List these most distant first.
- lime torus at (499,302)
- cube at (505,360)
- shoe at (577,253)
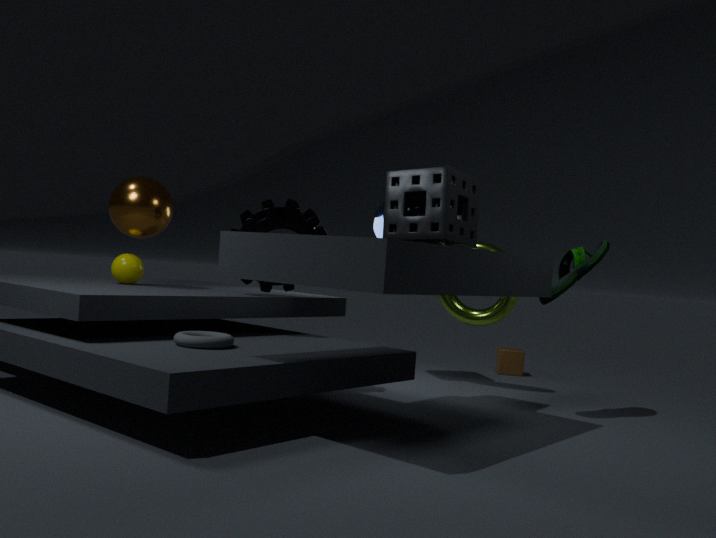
cube at (505,360), lime torus at (499,302), shoe at (577,253)
